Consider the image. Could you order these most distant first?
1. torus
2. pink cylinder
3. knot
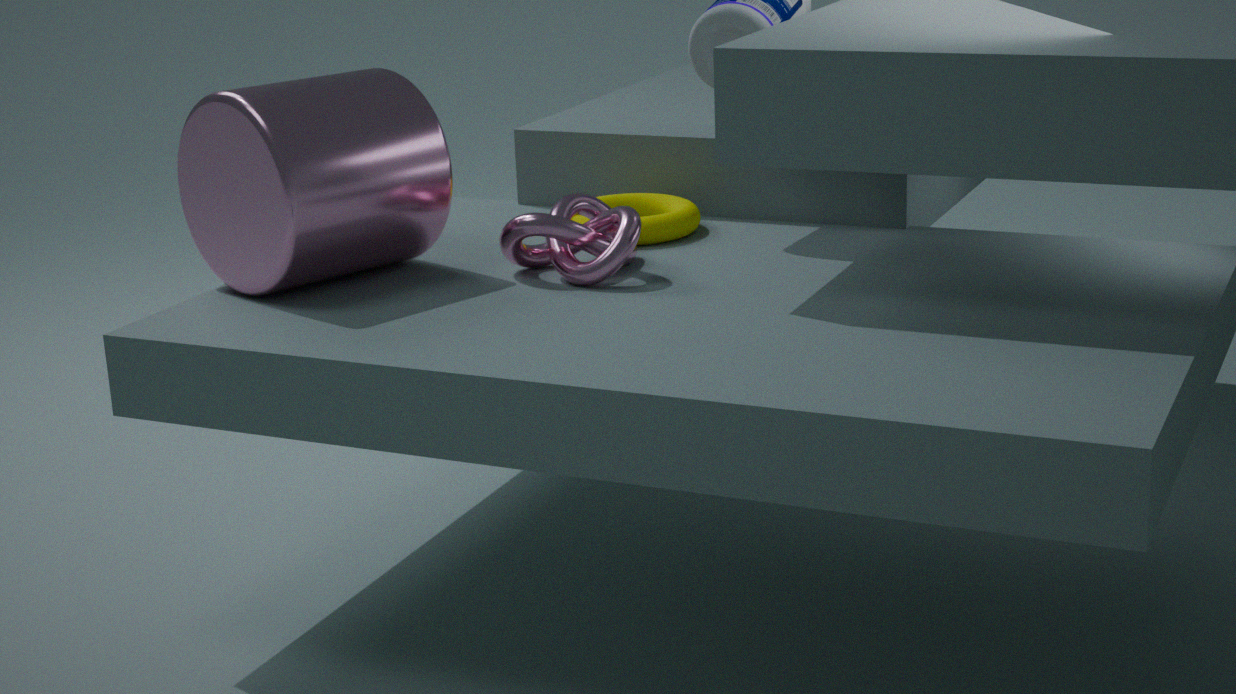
torus
knot
pink cylinder
